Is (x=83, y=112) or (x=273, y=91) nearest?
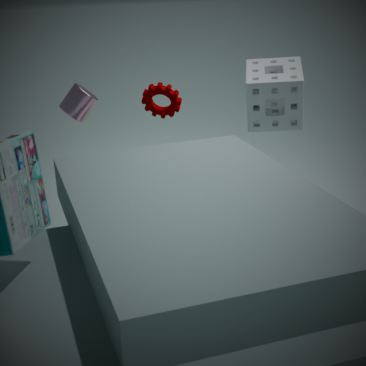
(x=83, y=112)
